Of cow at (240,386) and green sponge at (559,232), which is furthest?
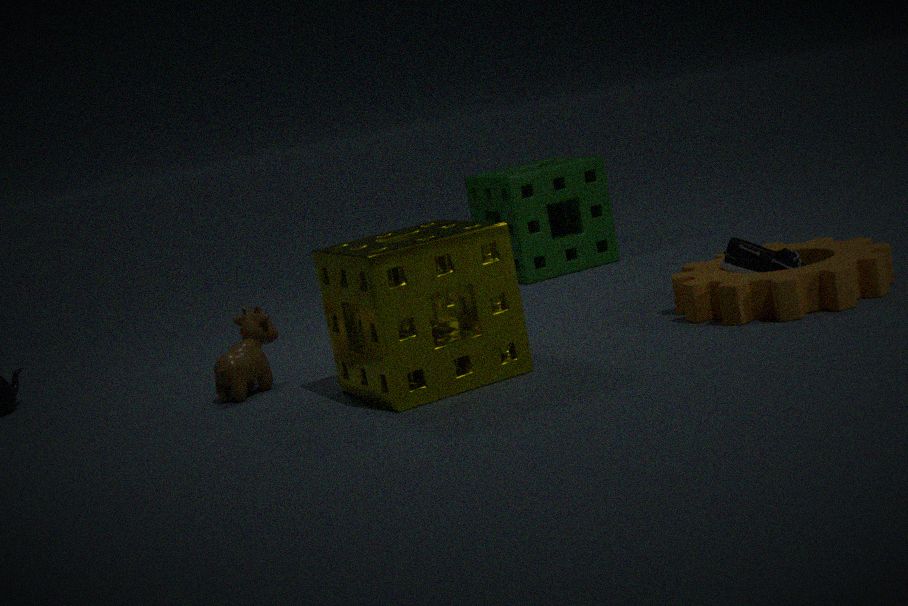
green sponge at (559,232)
